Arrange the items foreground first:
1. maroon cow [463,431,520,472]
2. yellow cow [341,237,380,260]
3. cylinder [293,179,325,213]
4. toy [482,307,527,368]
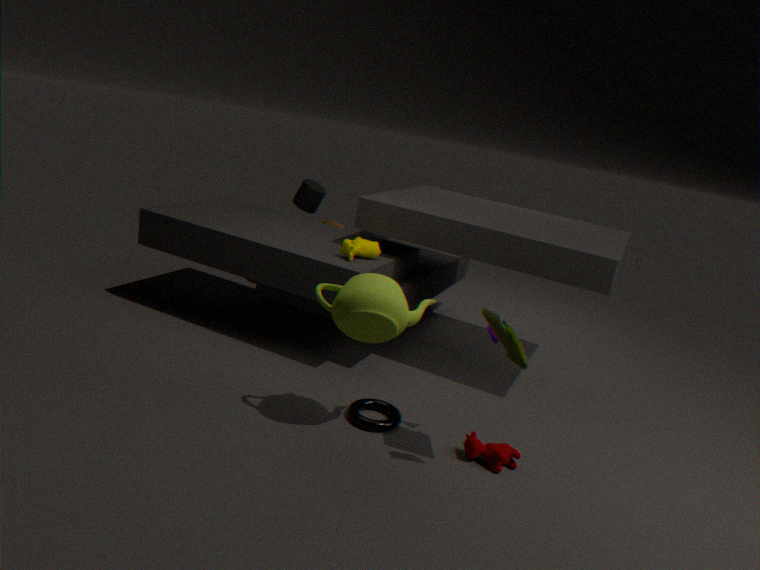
toy [482,307,527,368] < maroon cow [463,431,520,472] < yellow cow [341,237,380,260] < cylinder [293,179,325,213]
